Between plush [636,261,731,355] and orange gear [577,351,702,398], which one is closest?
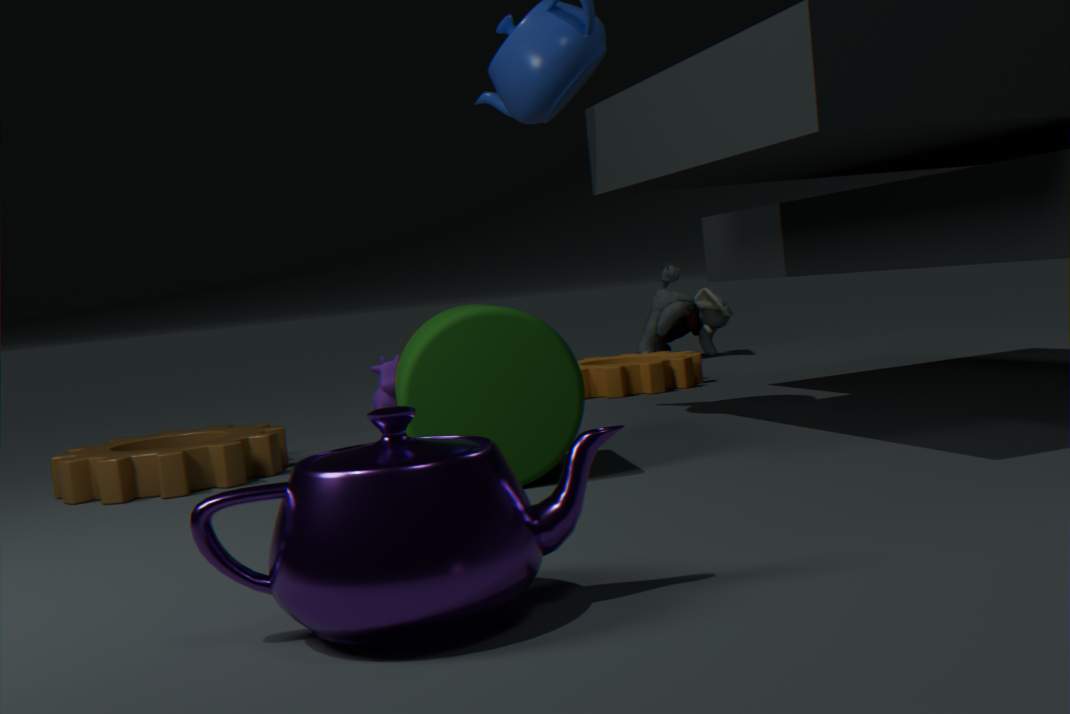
orange gear [577,351,702,398]
